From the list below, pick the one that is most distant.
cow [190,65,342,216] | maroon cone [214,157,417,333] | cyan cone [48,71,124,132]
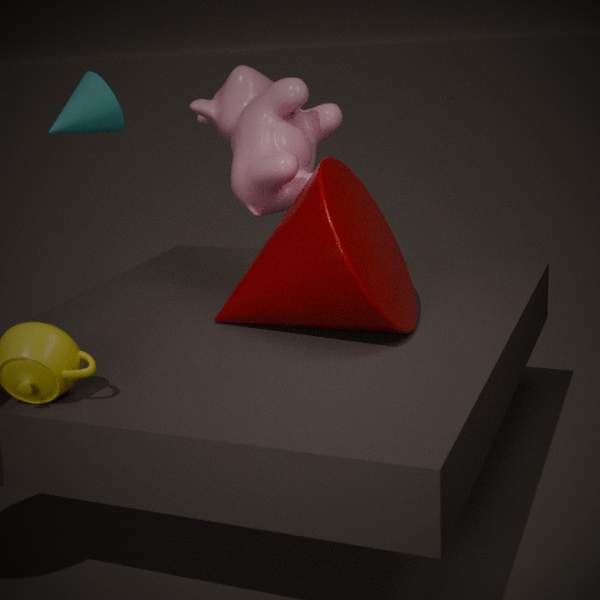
cyan cone [48,71,124,132]
